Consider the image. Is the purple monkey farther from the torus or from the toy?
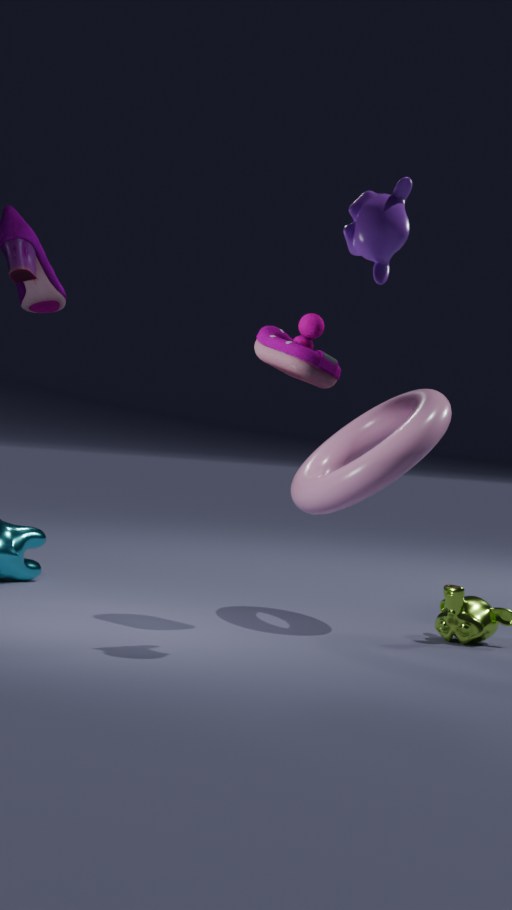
the torus
